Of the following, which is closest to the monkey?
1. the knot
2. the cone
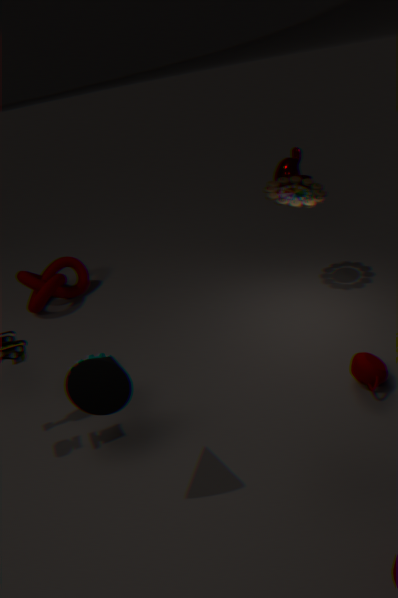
the knot
